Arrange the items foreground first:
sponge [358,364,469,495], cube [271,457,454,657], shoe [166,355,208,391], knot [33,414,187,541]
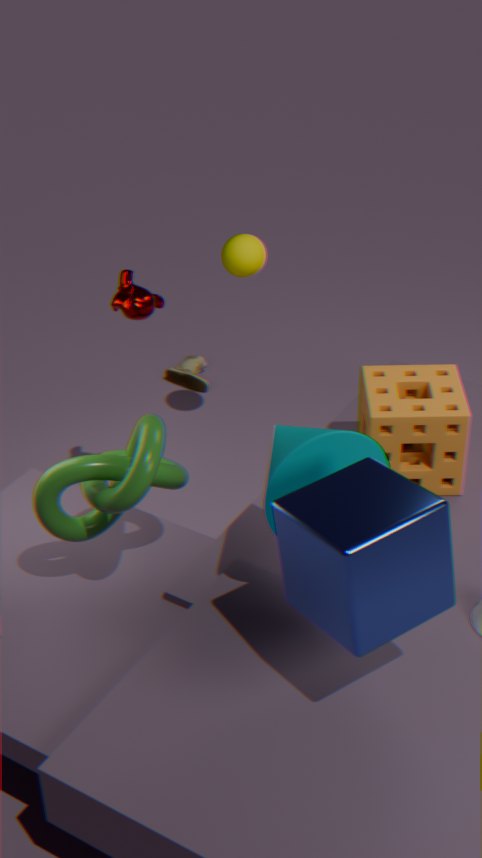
cube [271,457,454,657]
knot [33,414,187,541]
sponge [358,364,469,495]
shoe [166,355,208,391]
